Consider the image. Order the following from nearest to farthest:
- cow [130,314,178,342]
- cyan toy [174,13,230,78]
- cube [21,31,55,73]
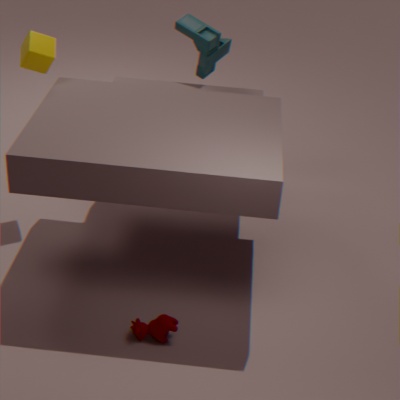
cow [130,314,178,342]
cube [21,31,55,73]
cyan toy [174,13,230,78]
